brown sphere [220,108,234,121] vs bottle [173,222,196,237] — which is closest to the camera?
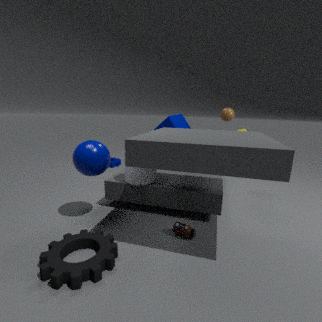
bottle [173,222,196,237]
